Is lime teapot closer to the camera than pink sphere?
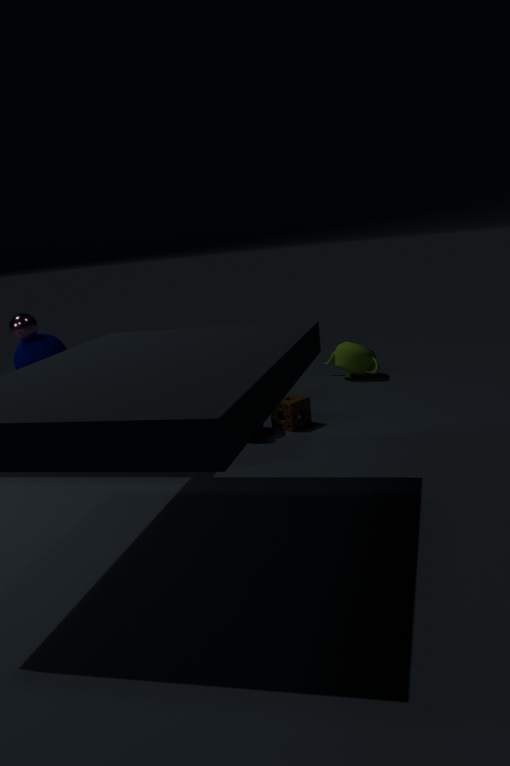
No
